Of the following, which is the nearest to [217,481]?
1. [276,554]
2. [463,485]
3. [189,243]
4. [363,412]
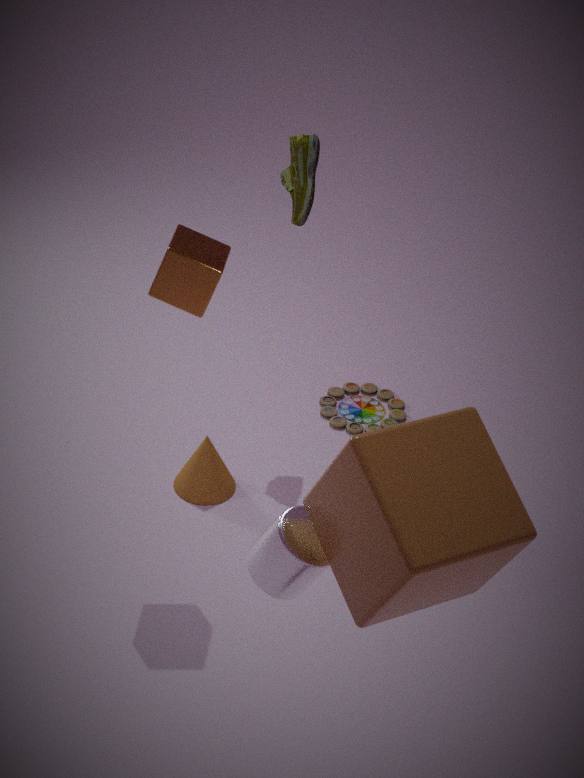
[363,412]
